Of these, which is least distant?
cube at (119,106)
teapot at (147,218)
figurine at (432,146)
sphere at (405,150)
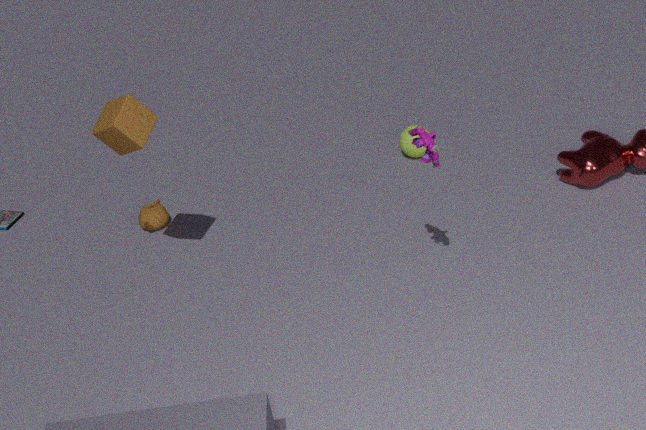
figurine at (432,146)
